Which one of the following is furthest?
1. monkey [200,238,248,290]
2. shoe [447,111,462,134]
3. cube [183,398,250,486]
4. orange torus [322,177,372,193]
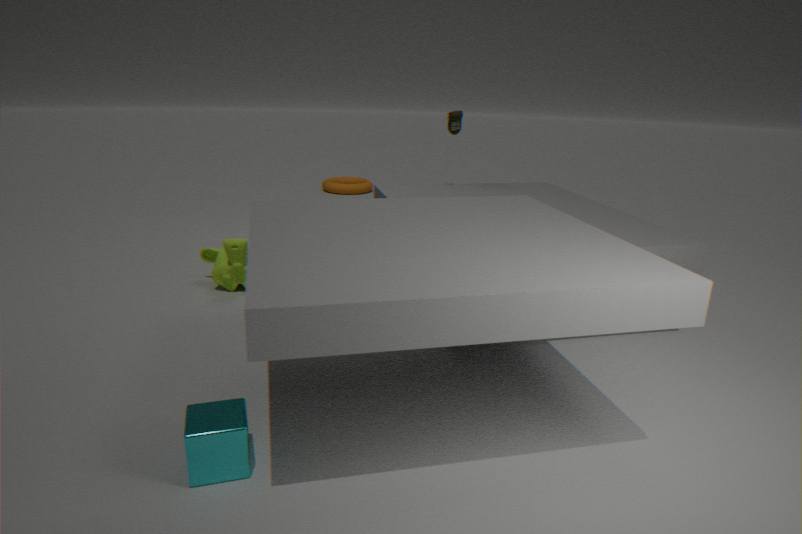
orange torus [322,177,372,193]
